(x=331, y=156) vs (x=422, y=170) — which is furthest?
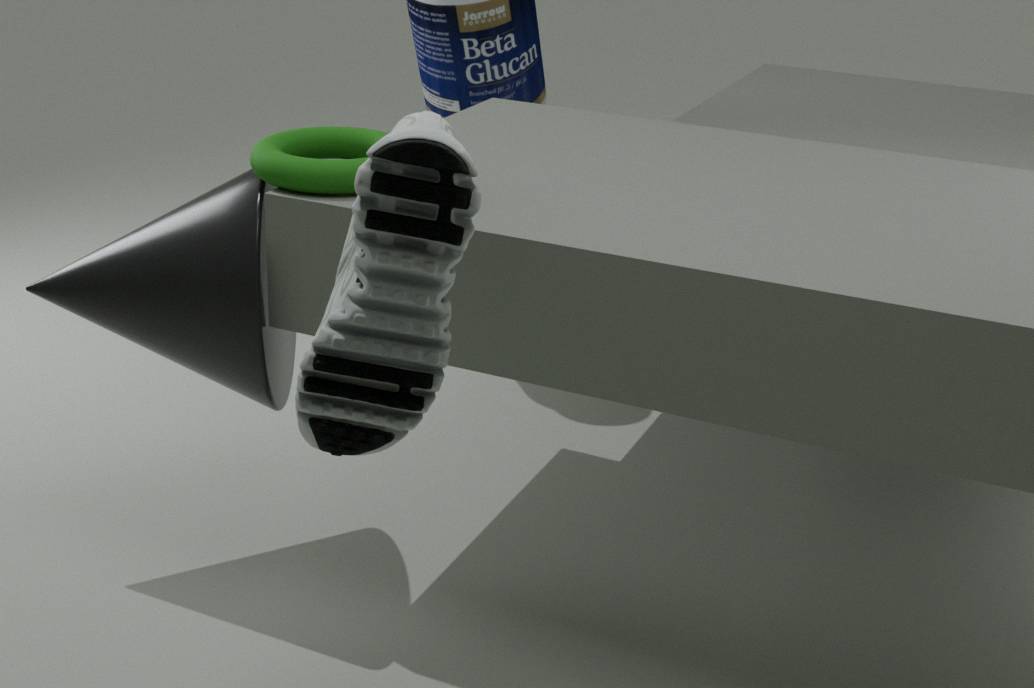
(x=331, y=156)
